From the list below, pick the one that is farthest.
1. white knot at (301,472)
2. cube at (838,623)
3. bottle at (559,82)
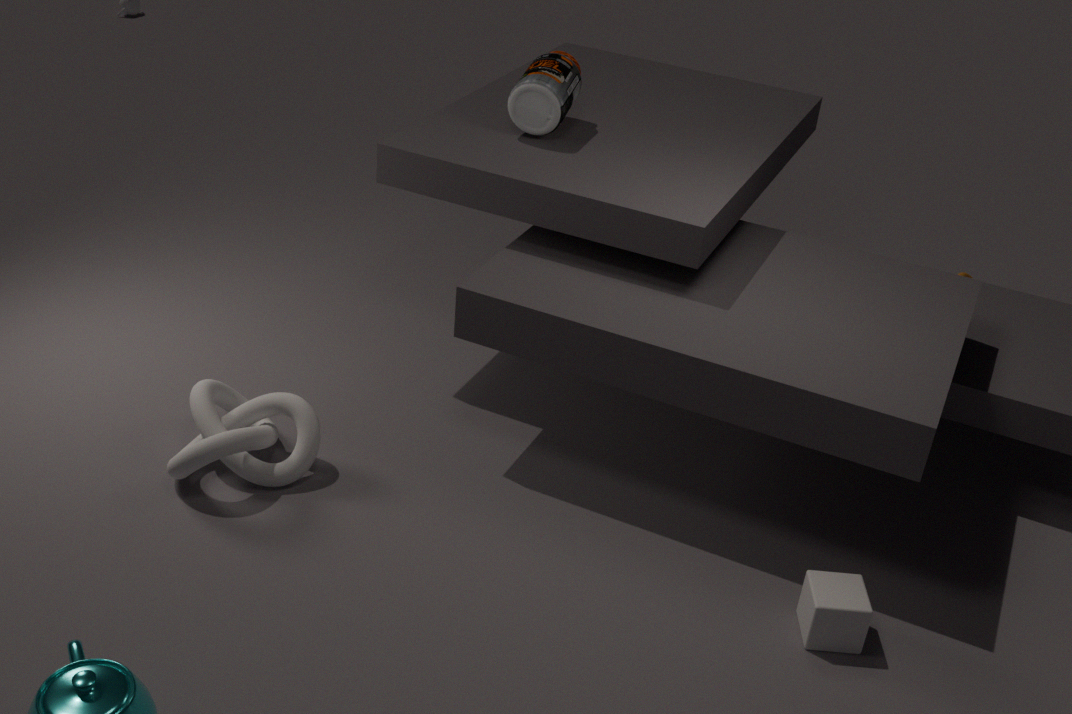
bottle at (559,82)
